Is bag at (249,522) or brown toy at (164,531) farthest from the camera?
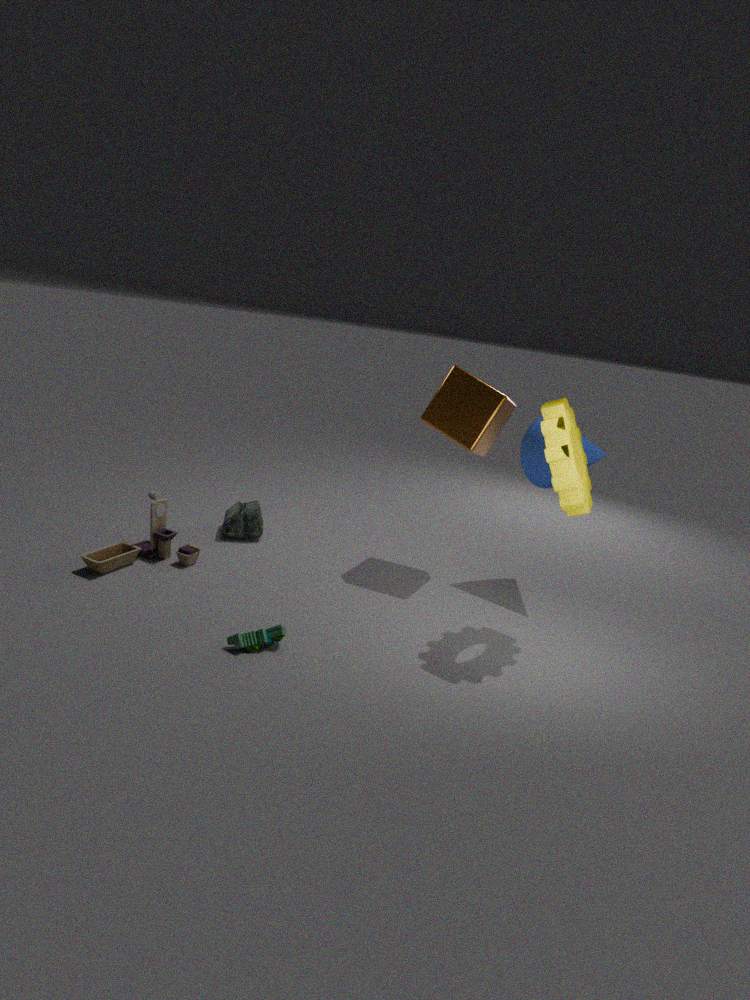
bag at (249,522)
